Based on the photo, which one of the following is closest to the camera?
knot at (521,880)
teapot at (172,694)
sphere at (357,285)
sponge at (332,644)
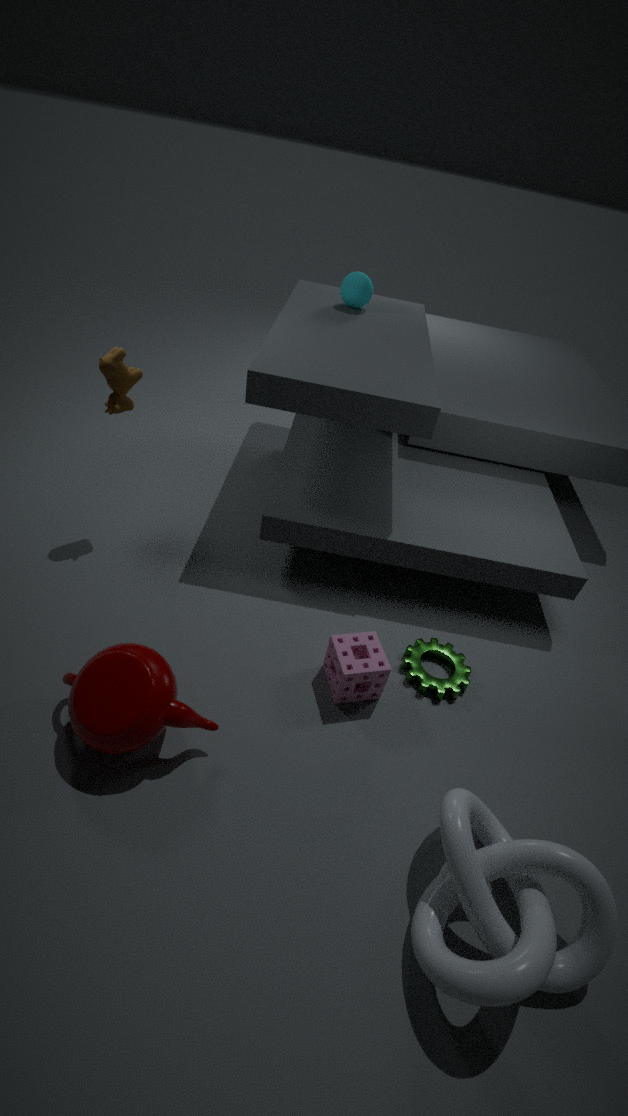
knot at (521,880)
